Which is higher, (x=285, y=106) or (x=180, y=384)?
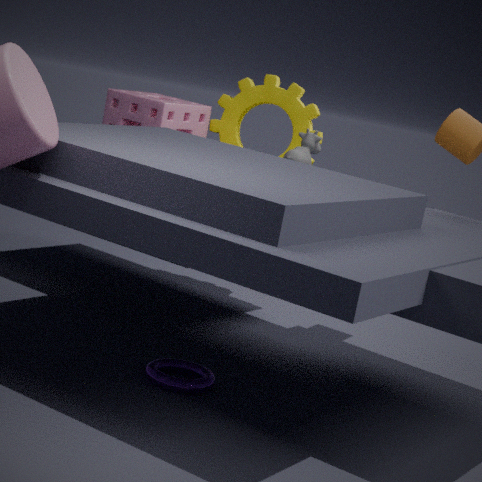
(x=285, y=106)
